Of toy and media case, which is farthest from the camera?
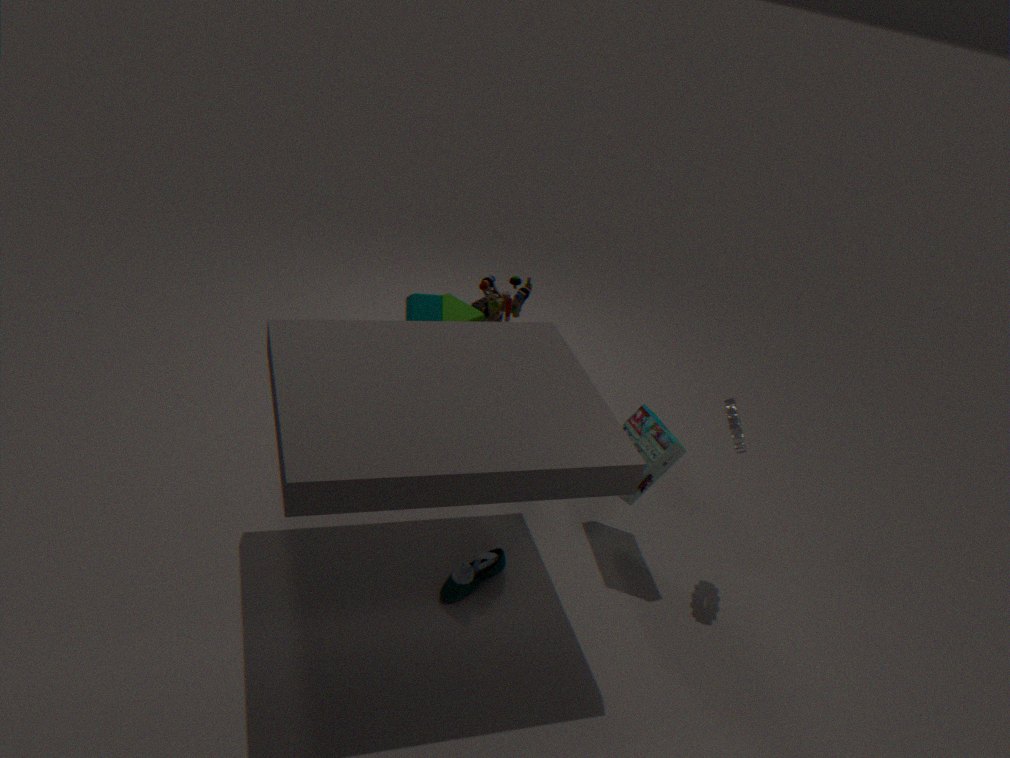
toy
